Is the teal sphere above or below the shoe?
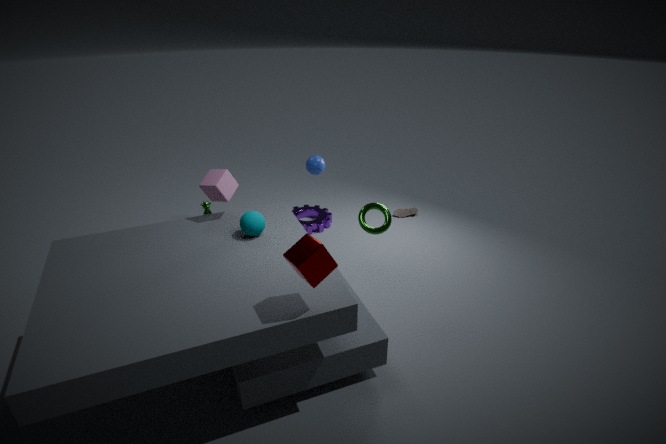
above
